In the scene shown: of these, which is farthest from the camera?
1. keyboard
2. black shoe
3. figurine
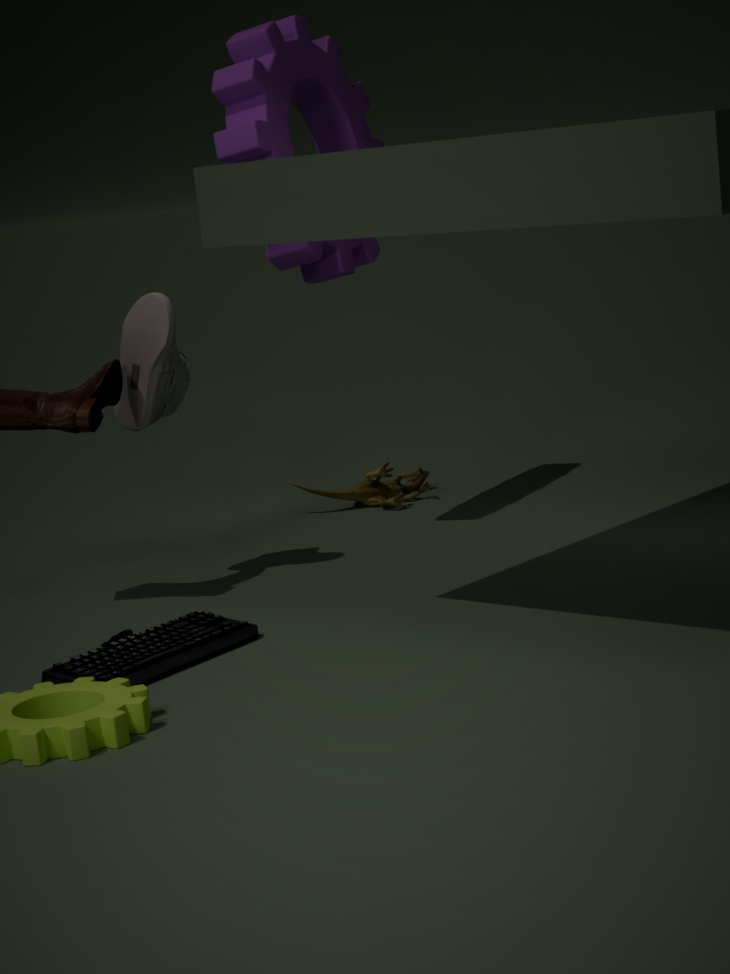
figurine
